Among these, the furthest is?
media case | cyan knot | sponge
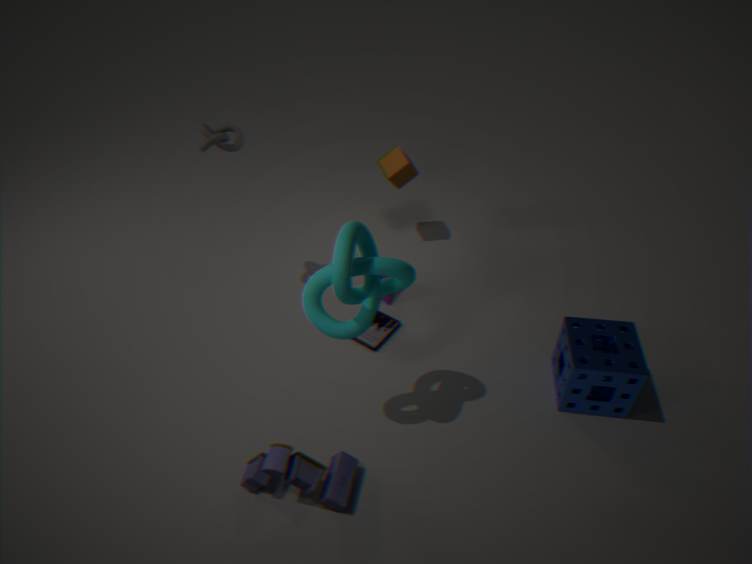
media case
